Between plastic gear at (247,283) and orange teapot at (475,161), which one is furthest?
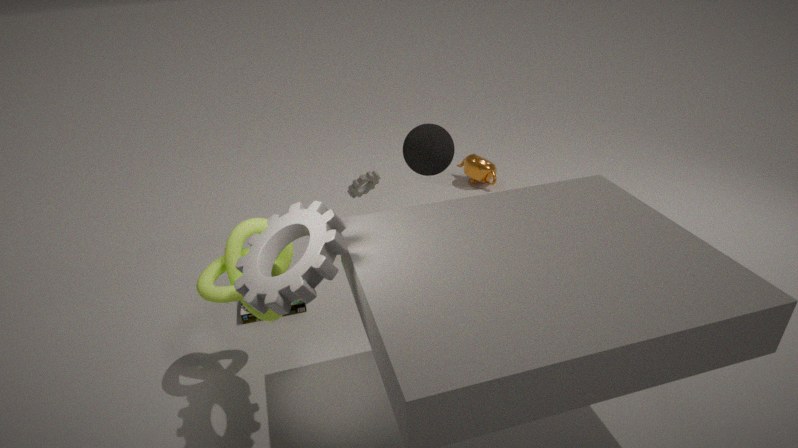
orange teapot at (475,161)
